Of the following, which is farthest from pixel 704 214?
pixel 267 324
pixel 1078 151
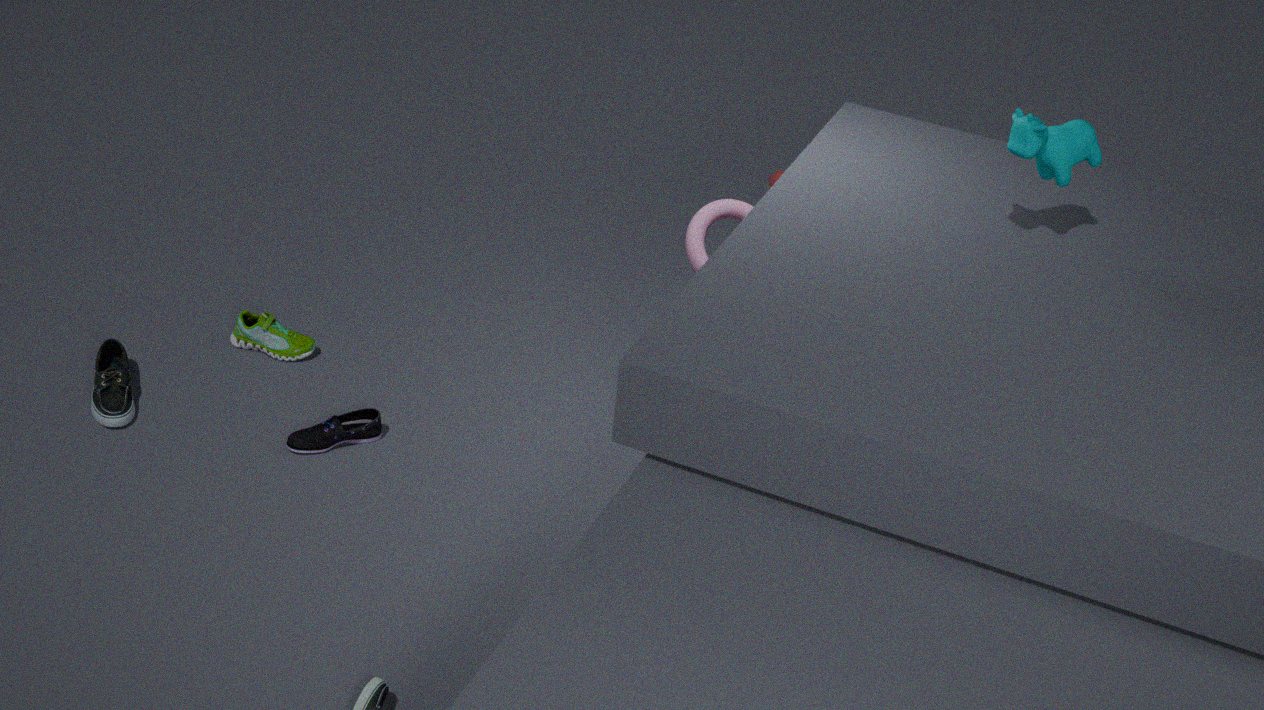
pixel 267 324
